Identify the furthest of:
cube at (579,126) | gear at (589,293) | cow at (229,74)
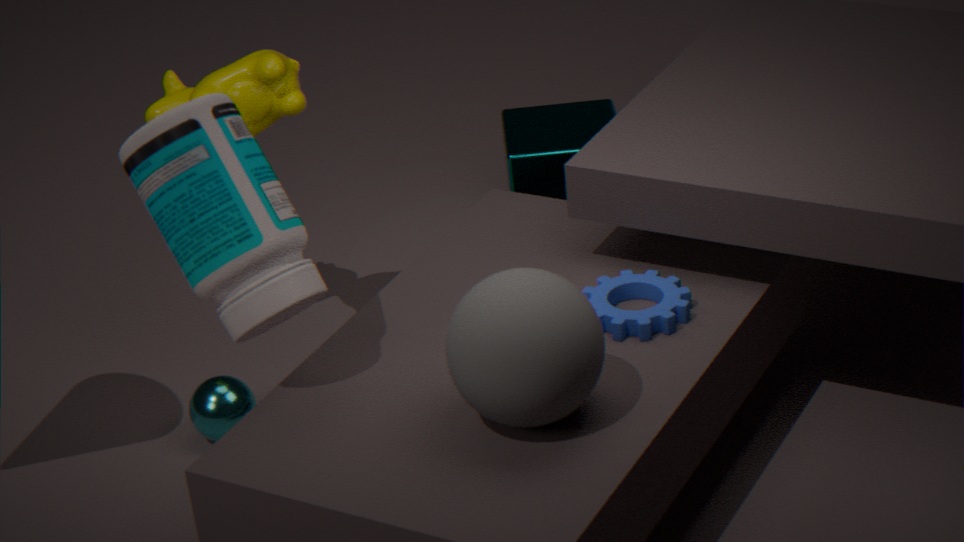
cube at (579,126)
